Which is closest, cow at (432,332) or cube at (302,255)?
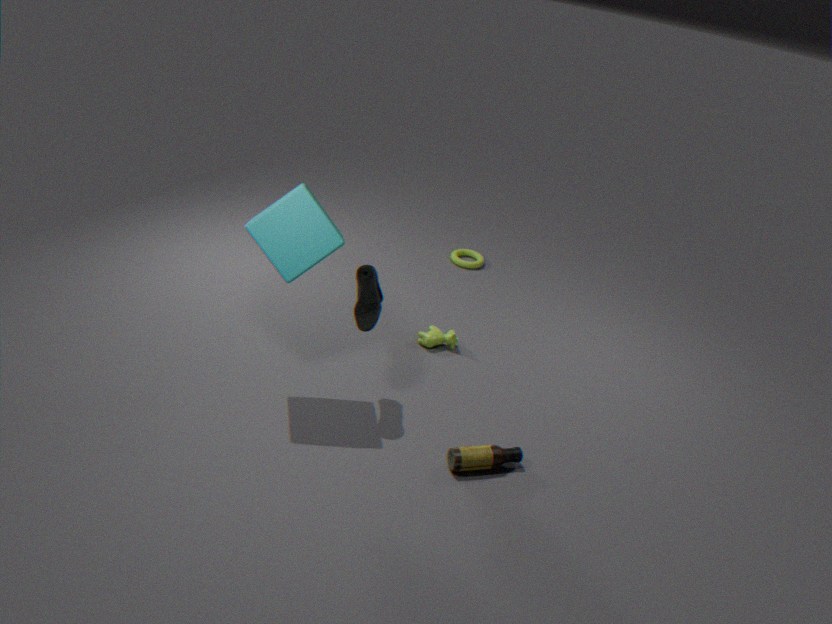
cube at (302,255)
